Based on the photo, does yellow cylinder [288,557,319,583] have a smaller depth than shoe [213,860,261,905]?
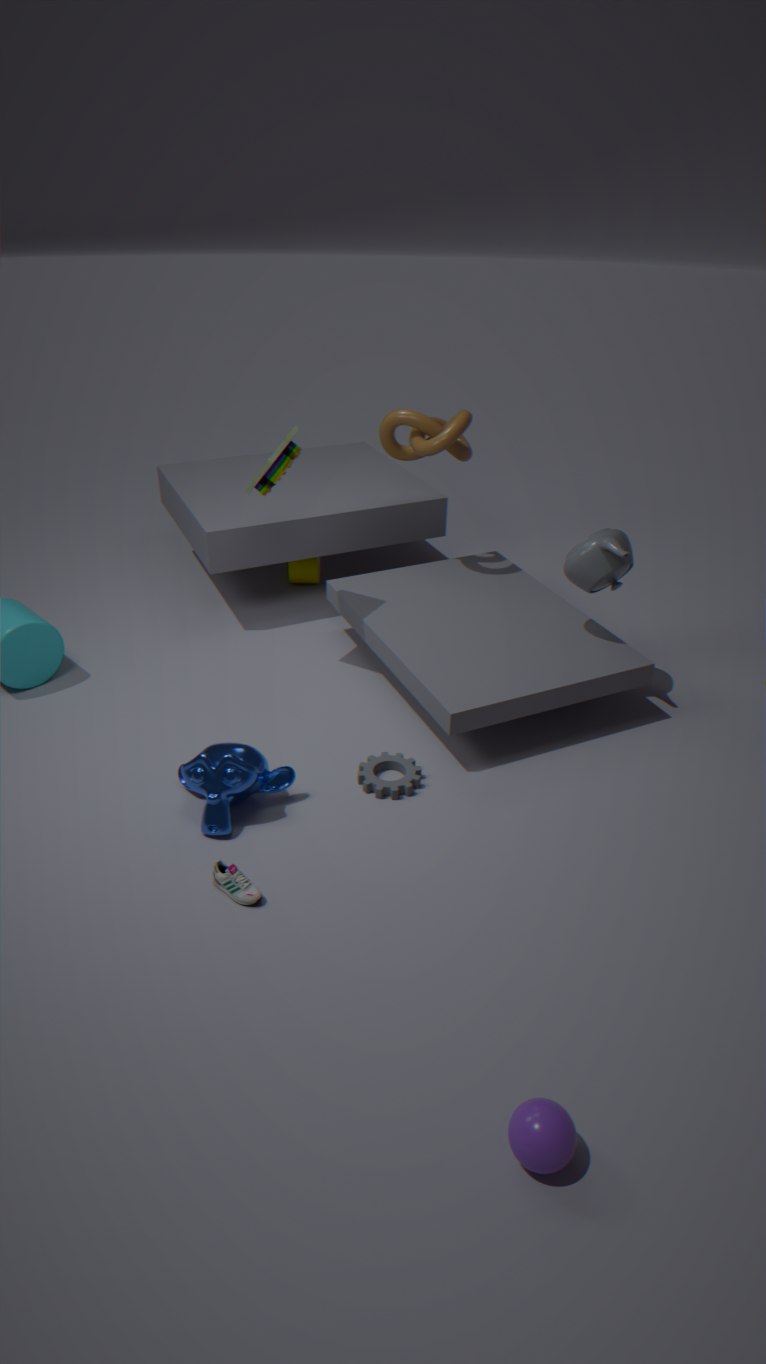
No
